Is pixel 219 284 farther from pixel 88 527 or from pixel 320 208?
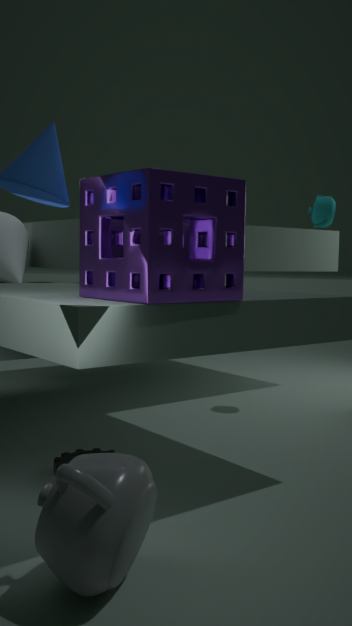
pixel 320 208
